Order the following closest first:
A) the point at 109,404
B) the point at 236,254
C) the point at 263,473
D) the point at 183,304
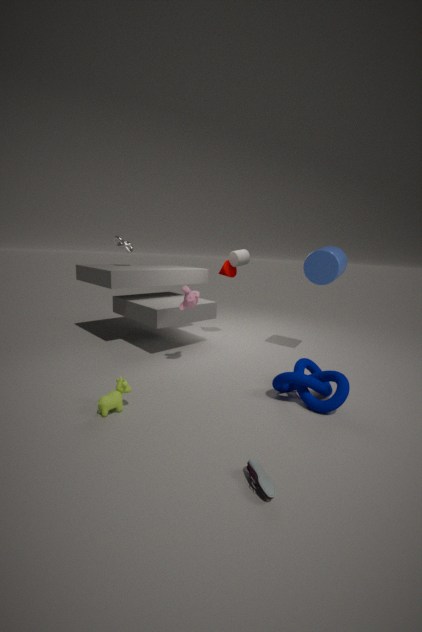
1. the point at 263,473
2. the point at 109,404
3. the point at 183,304
4. the point at 236,254
